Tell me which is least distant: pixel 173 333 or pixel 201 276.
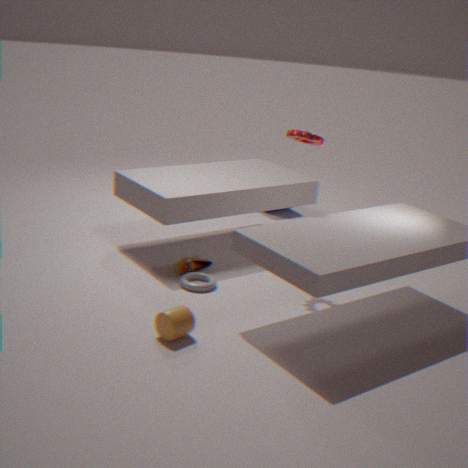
pixel 173 333
